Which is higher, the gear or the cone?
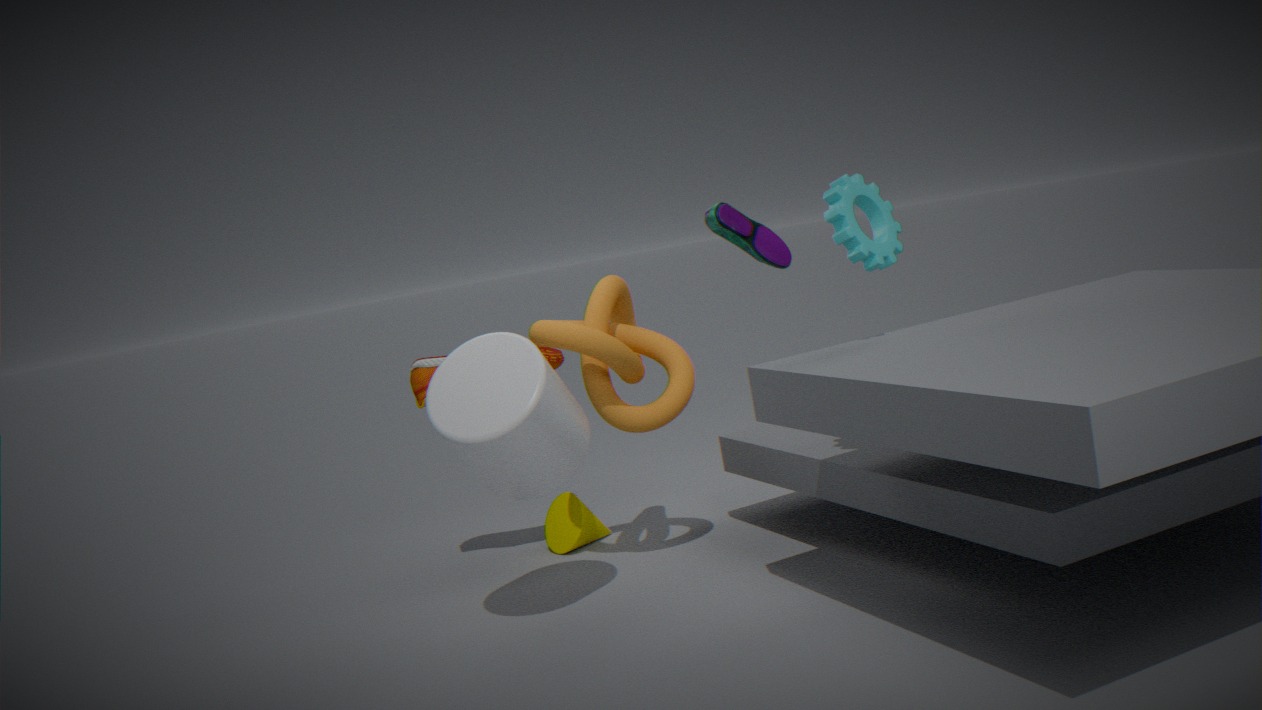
the gear
